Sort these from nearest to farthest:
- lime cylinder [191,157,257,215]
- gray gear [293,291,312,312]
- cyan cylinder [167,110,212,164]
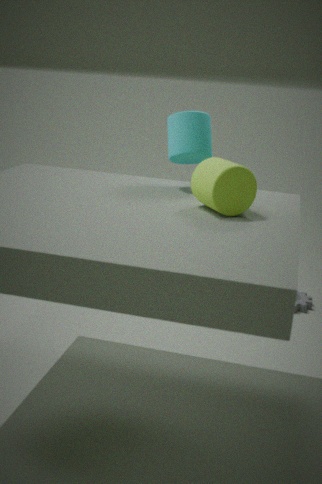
lime cylinder [191,157,257,215] < cyan cylinder [167,110,212,164] < gray gear [293,291,312,312]
